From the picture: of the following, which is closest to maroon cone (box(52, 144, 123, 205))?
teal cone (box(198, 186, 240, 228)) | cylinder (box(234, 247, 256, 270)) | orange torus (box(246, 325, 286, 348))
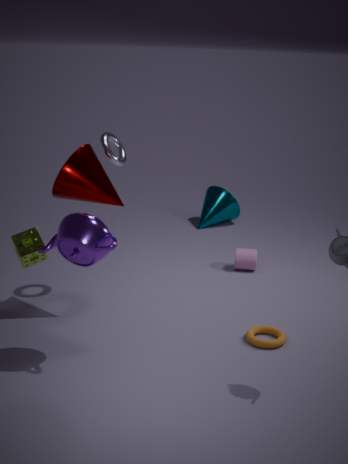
orange torus (box(246, 325, 286, 348))
